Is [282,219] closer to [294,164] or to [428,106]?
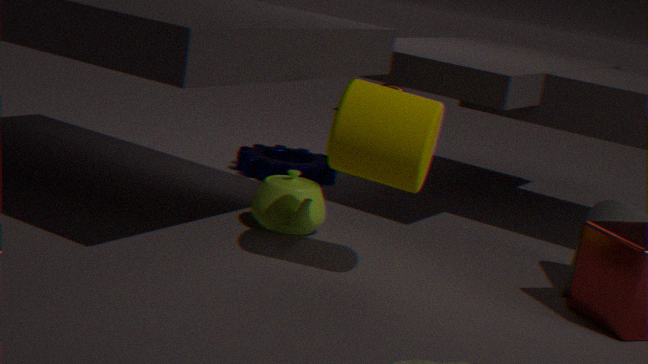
[428,106]
